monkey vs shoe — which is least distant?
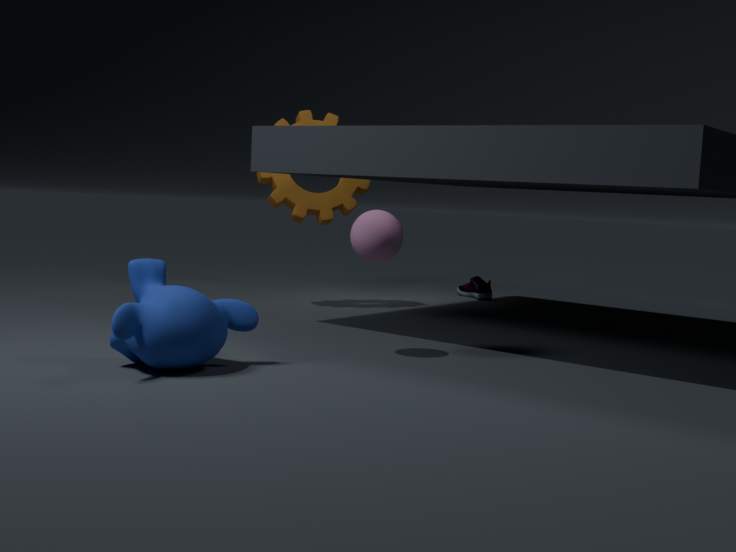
monkey
